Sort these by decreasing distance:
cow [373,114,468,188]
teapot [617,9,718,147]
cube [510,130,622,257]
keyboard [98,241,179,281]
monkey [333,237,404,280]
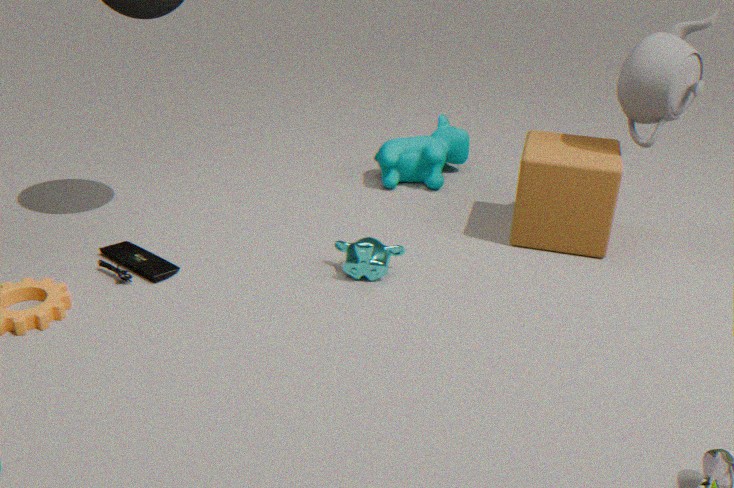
1. cow [373,114,468,188]
2. cube [510,130,622,257]
3. teapot [617,9,718,147]
4. keyboard [98,241,179,281]
5. monkey [333,237,404,280]
